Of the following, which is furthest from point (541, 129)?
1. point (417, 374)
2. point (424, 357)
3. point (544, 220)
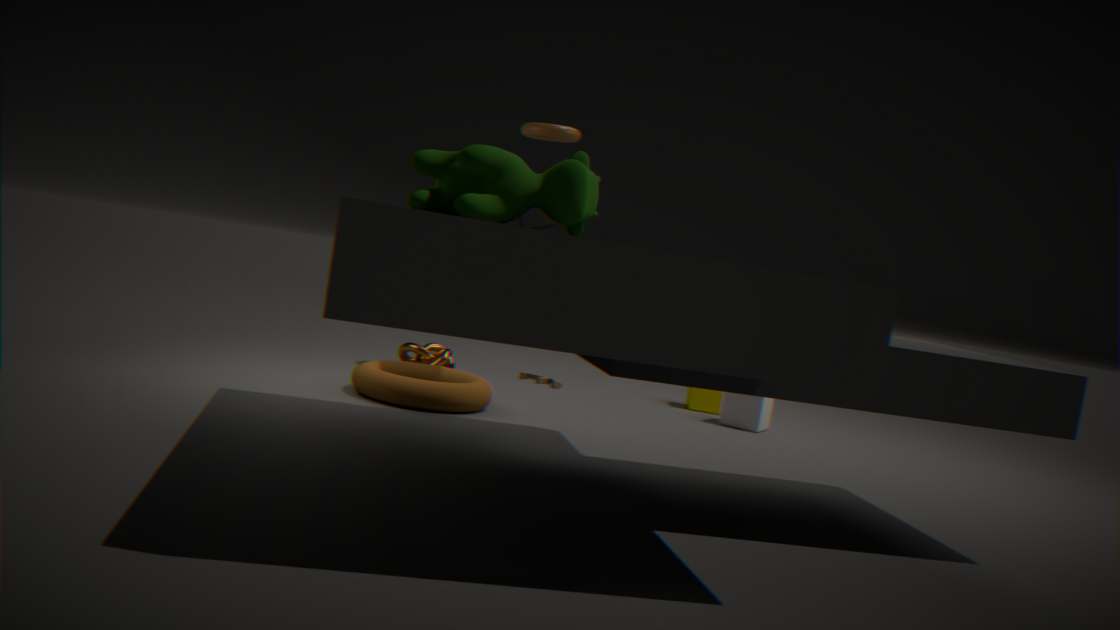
point (417, 374)
